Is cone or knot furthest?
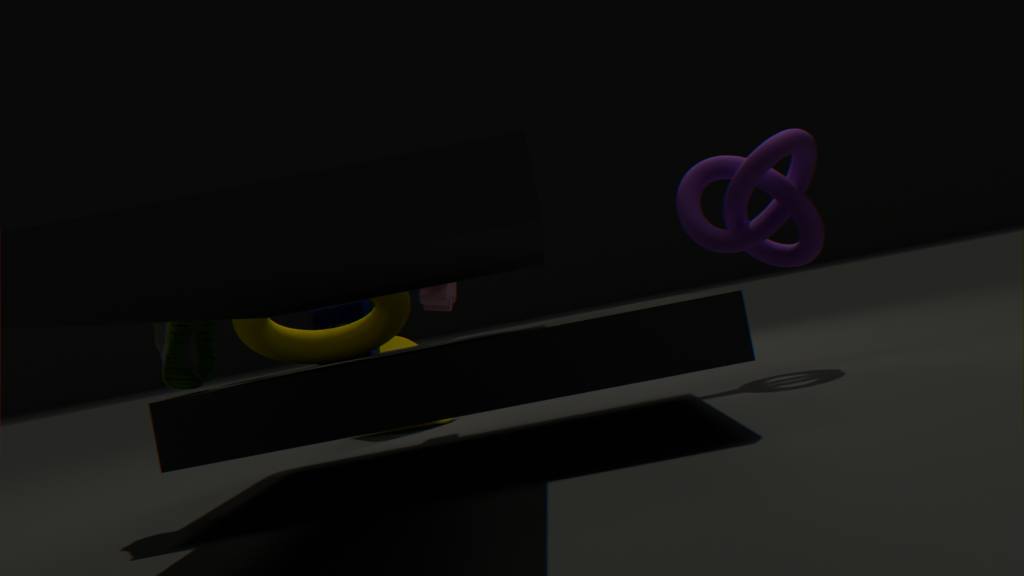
cone
